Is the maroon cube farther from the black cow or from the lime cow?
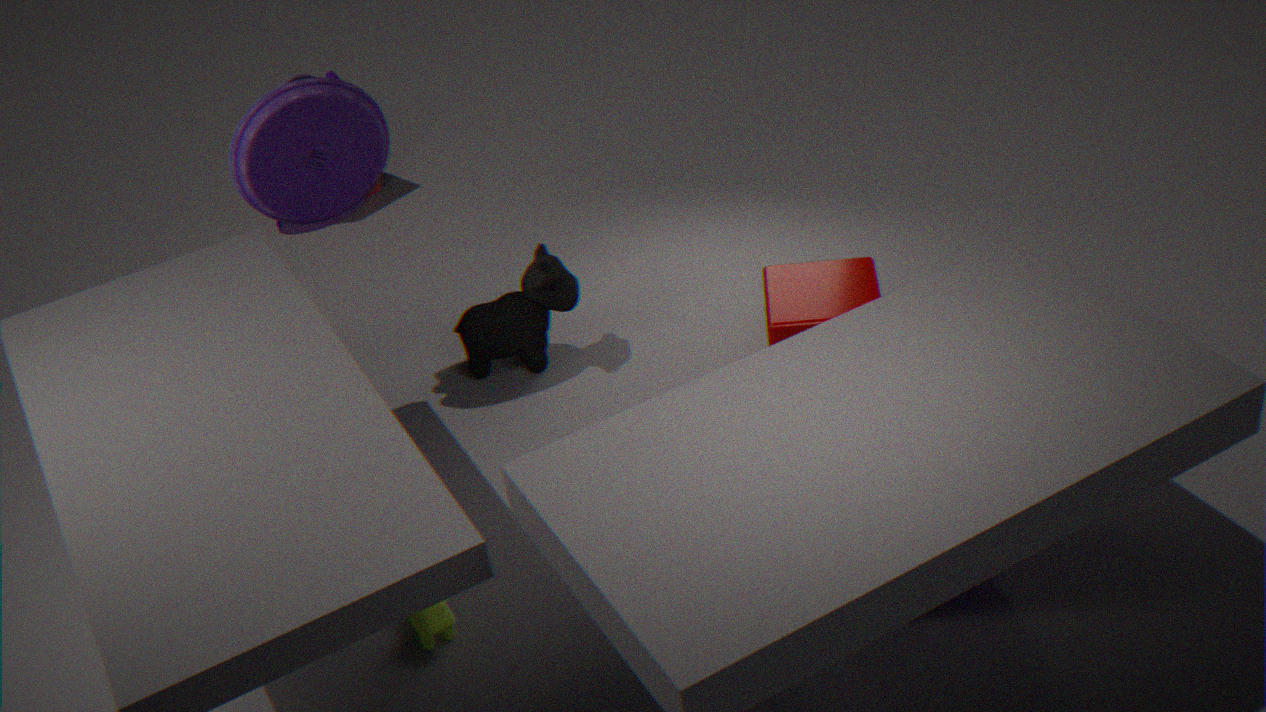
the lime cow
